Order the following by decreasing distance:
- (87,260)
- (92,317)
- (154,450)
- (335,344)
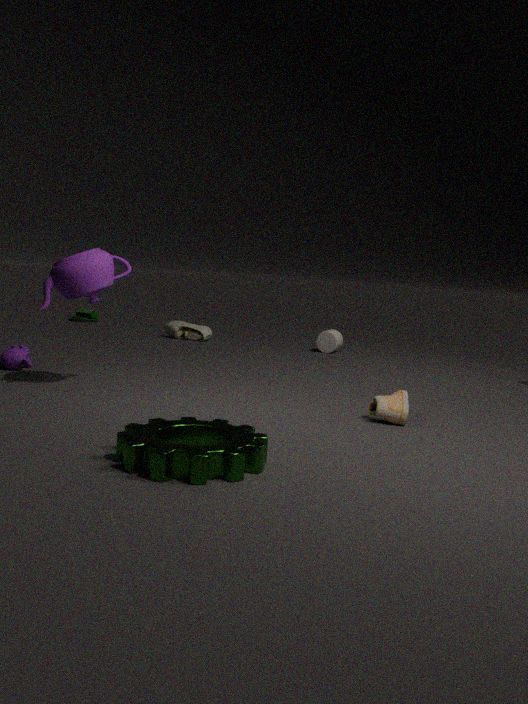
1. (92,317)
2. (335,344)
3. (87,260)
4. (154,450)
